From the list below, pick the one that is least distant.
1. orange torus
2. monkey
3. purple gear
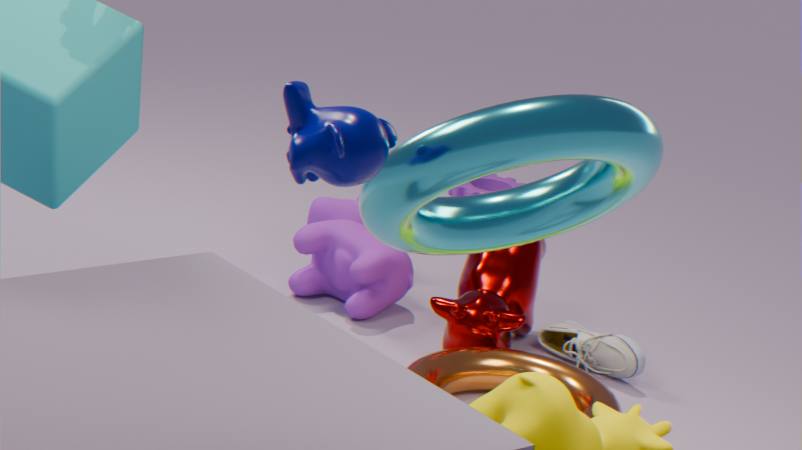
monkey
